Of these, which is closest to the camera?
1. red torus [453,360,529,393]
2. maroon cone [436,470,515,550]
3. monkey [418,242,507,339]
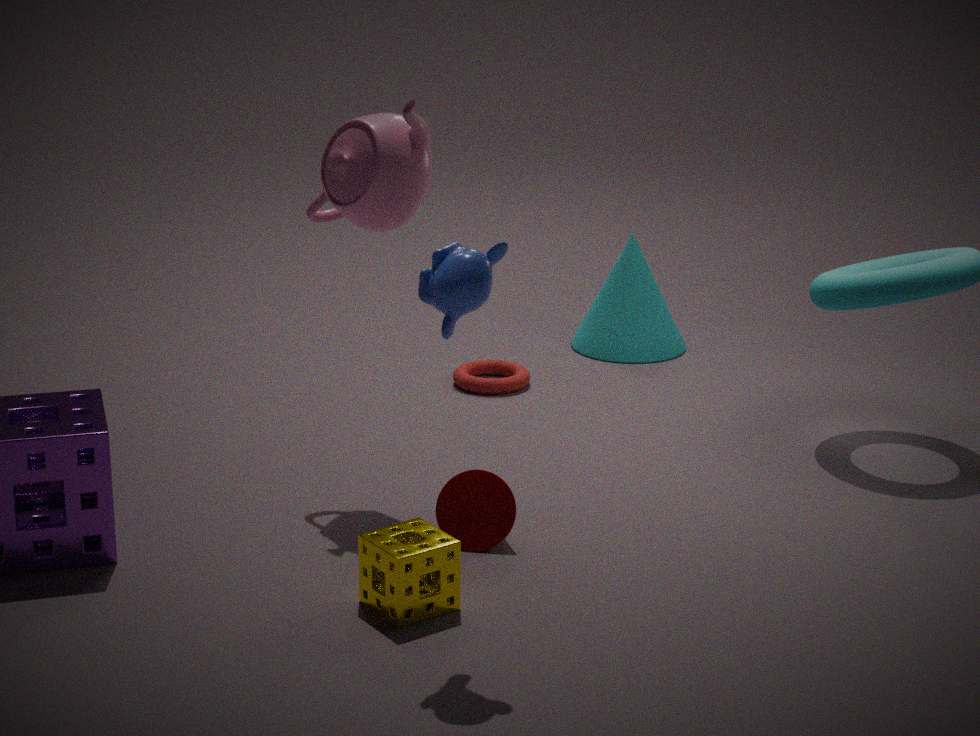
monkey [418,242,507,339]
